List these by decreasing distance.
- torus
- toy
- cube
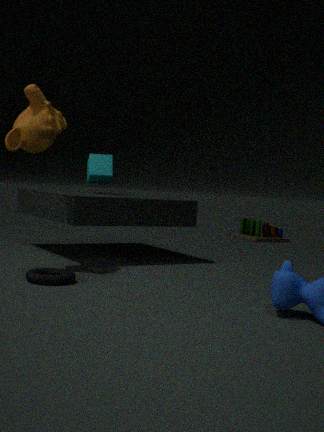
1. toy
2. cube
3. torus
